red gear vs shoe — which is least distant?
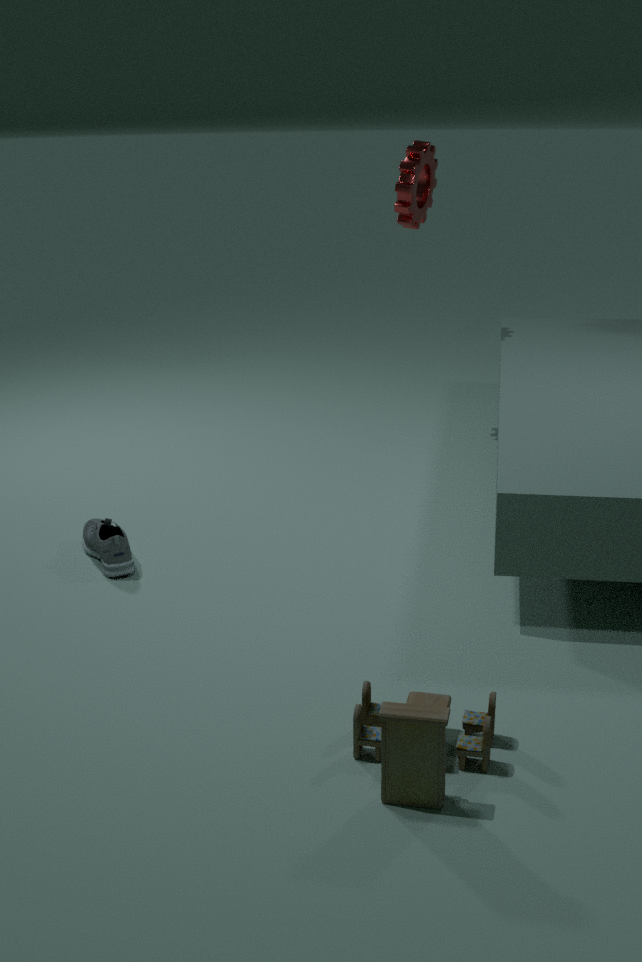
shoe
